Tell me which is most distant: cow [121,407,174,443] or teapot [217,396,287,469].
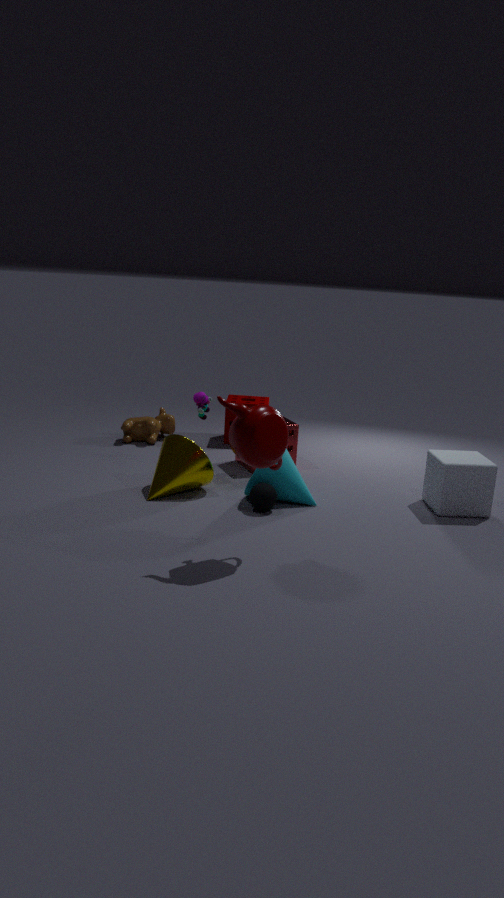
cow [121,407,174,443]
